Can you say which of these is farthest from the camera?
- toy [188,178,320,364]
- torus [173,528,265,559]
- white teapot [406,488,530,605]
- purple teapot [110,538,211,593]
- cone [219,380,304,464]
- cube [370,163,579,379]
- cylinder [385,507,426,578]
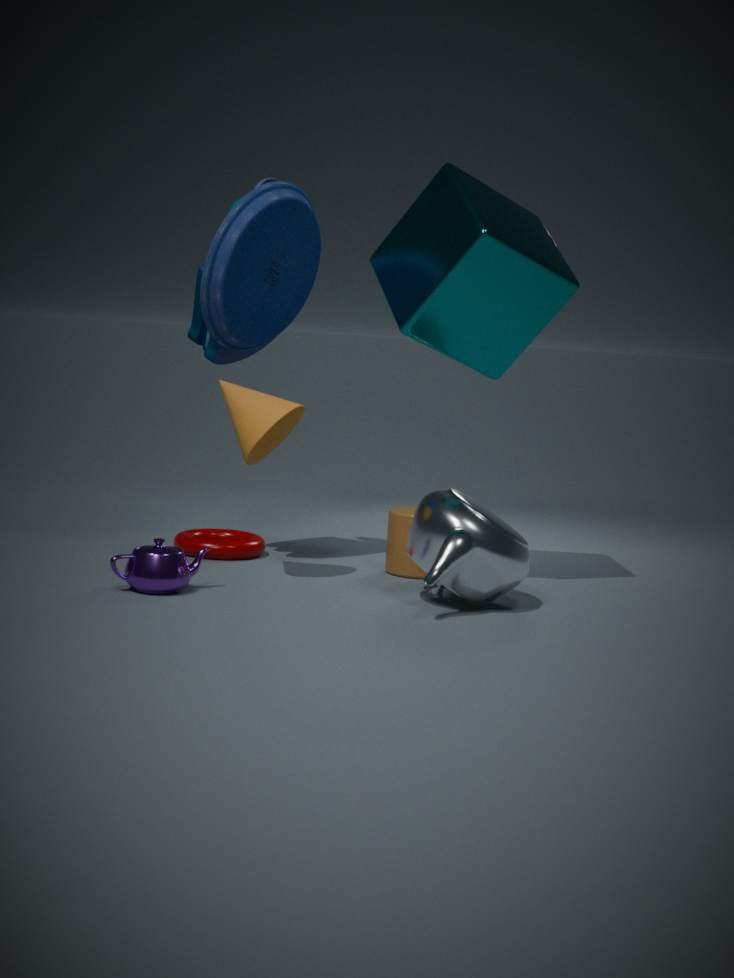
torus [173,528,265,559]
